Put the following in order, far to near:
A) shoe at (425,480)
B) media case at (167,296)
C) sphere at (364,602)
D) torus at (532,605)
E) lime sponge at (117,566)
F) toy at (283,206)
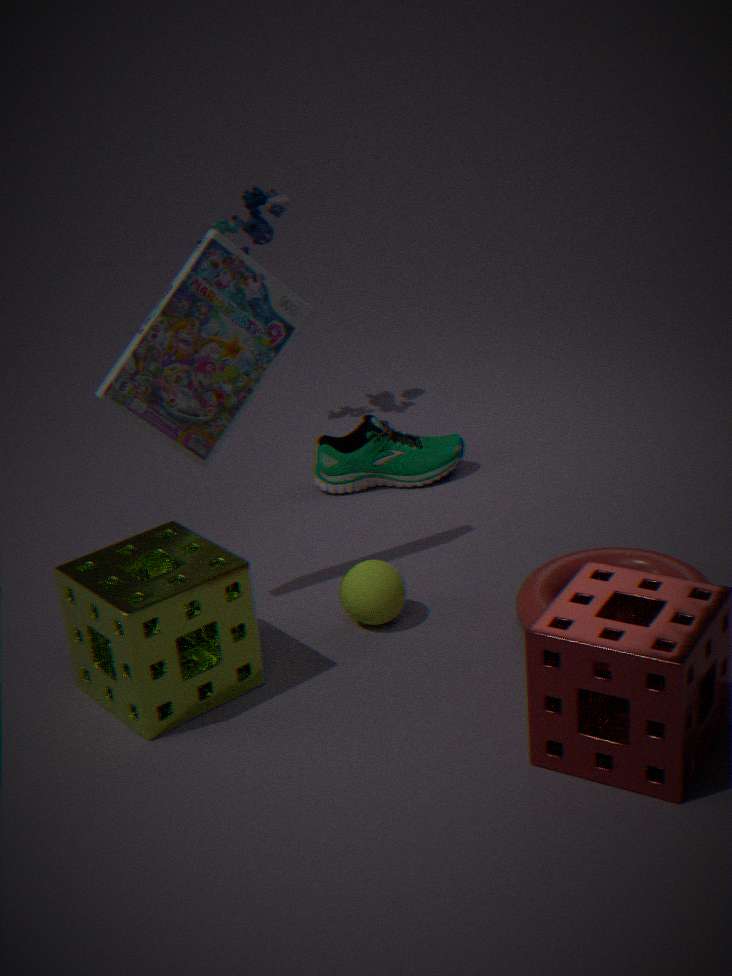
toy at (283,206) → shoe at (425,480) → sphere at (364,602) → torus at (532,605) → media case at (167,296) → lime sponge at (117,566)
